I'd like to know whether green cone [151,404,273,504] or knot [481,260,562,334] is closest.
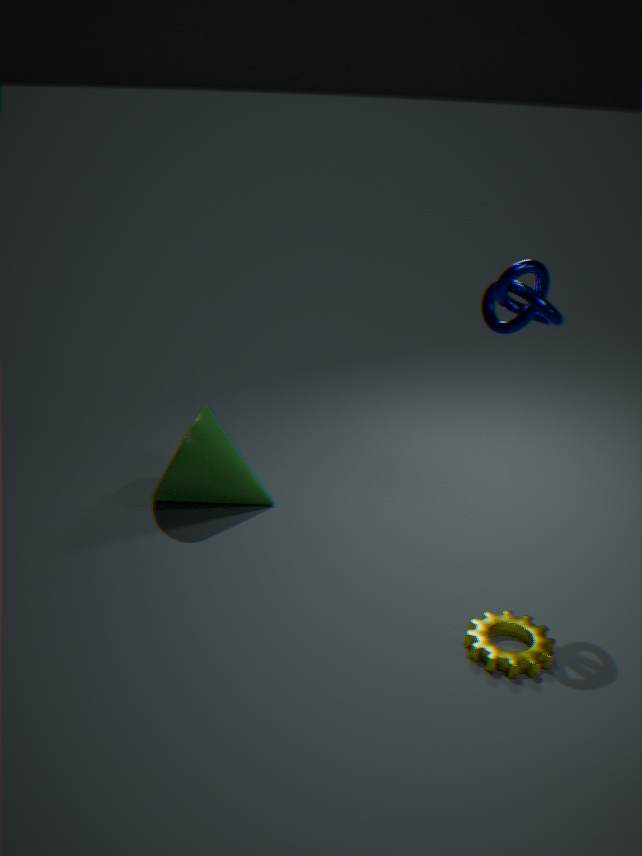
knot [481,260,562,334]
